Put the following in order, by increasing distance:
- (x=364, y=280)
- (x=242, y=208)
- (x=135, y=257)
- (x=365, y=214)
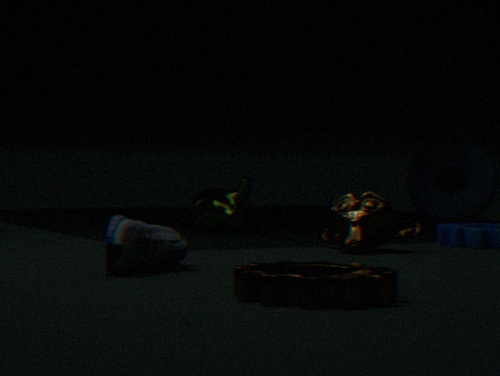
(x=364, y=280), (x=135, y=257), (x=365, y=214), (x=242, y=208)
